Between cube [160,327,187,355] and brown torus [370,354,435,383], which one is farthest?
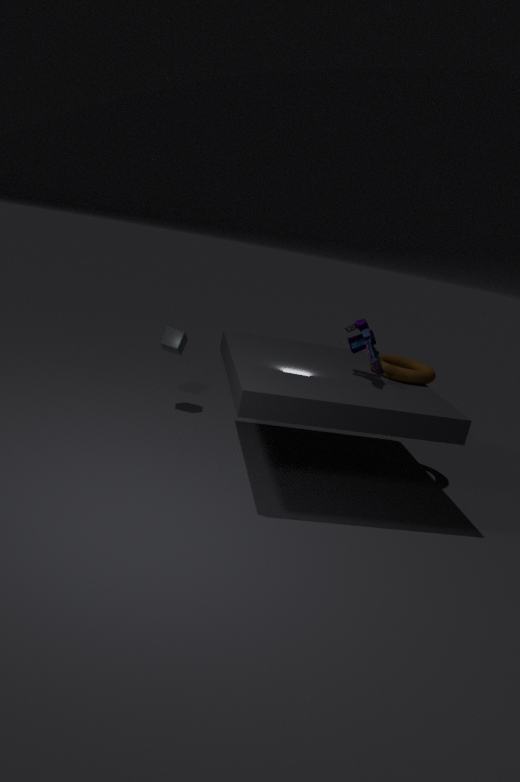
cube [160,327,187,355]
